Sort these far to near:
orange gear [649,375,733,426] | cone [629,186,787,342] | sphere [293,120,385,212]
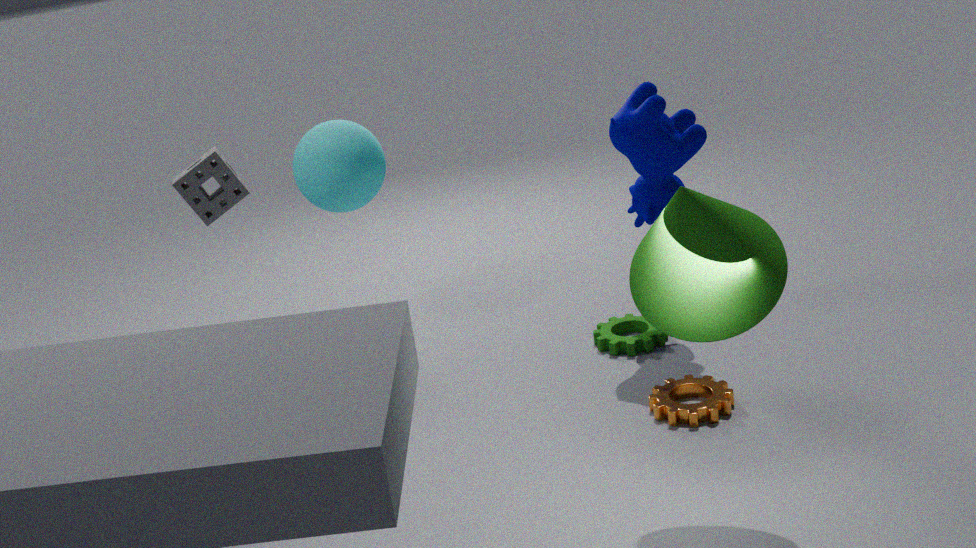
1. sphere [293,120,385,212]
2. orange gear [649,375,733,426]
3. cone [629,186,787,342]
